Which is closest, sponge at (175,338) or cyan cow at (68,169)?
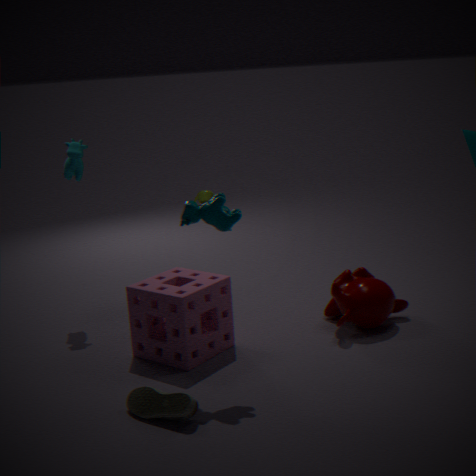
sponge at (175,338)
